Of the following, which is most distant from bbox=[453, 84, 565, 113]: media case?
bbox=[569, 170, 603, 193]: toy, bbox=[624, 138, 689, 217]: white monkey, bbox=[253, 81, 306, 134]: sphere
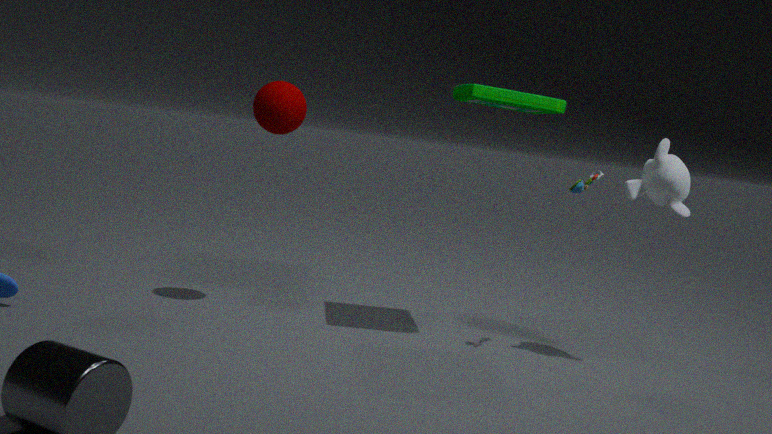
bbox=[253, 81, 306, 134]: sphere
